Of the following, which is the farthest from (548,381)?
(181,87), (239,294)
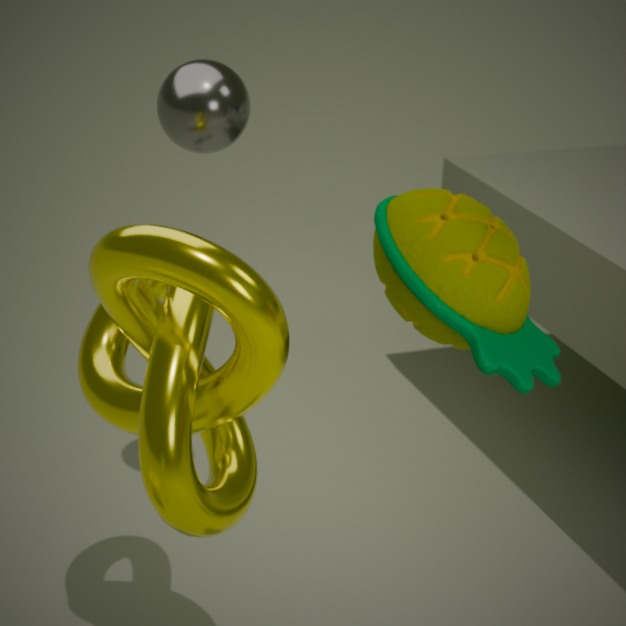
(181,87)
